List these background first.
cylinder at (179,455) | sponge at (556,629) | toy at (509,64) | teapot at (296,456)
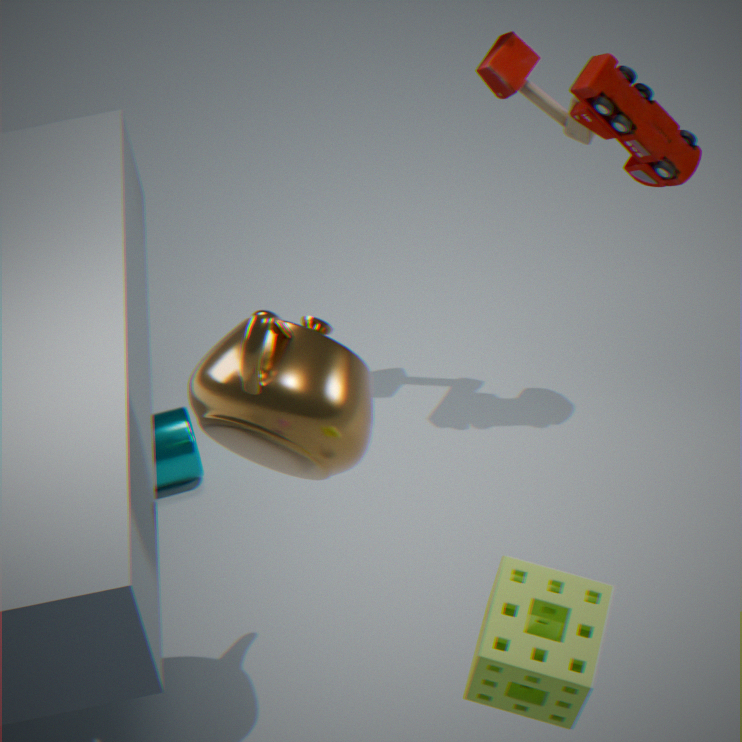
cylinder at (179,455) < toy at (509,64) < teapot at (296,456) < sponge at (556,629)
